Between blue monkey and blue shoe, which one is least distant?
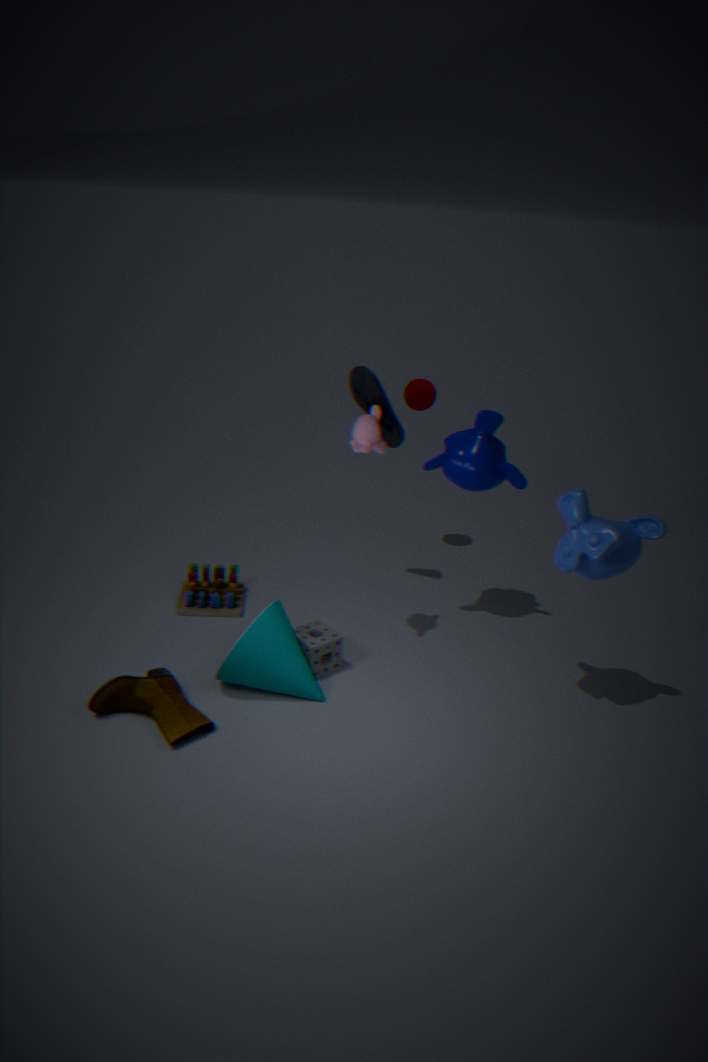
blue monkey
